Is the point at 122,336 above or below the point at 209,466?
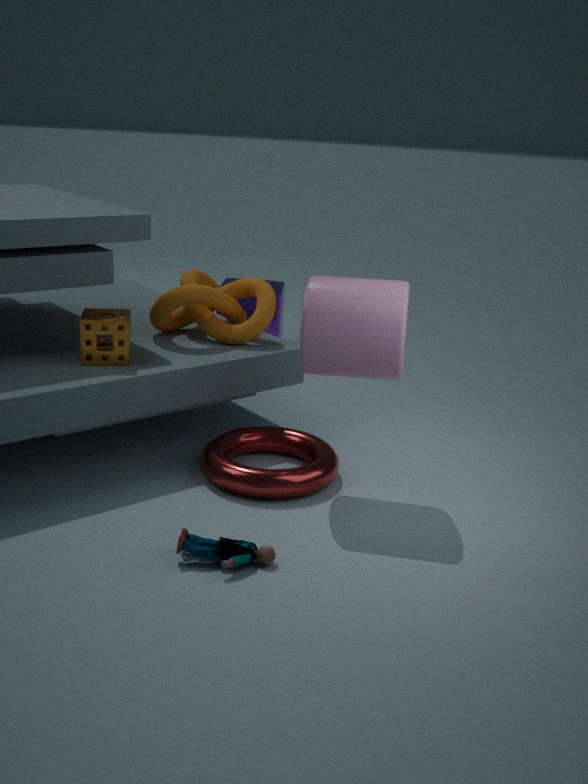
above
